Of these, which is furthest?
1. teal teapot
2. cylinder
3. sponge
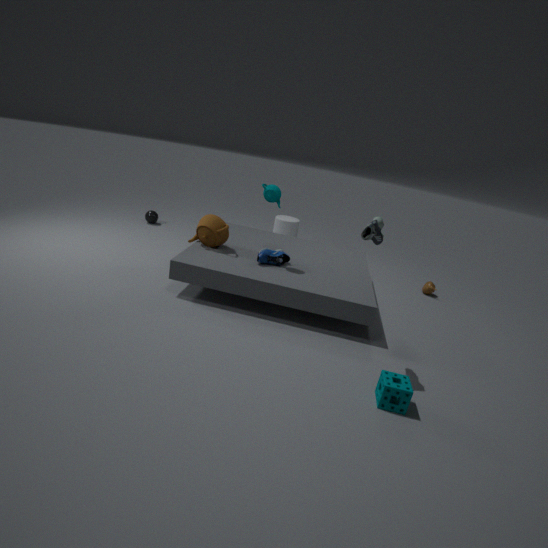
cylinder
